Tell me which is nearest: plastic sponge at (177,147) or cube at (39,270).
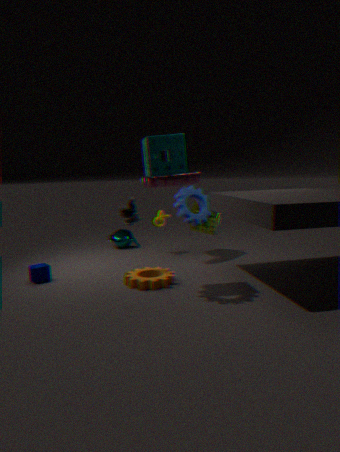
plastic sponge at (177,147)
